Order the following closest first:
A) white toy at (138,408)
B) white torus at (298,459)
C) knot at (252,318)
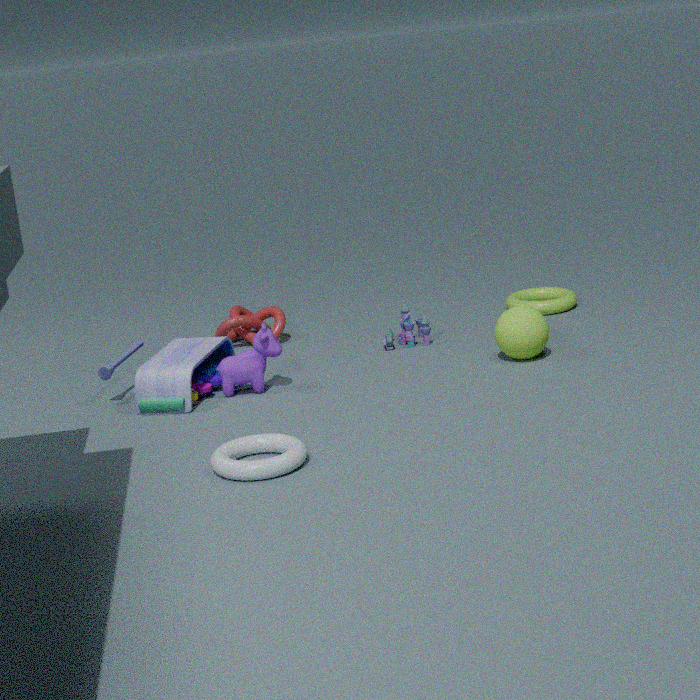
white torus at (298,459), white toy at (138,408), knot at (252,318)
